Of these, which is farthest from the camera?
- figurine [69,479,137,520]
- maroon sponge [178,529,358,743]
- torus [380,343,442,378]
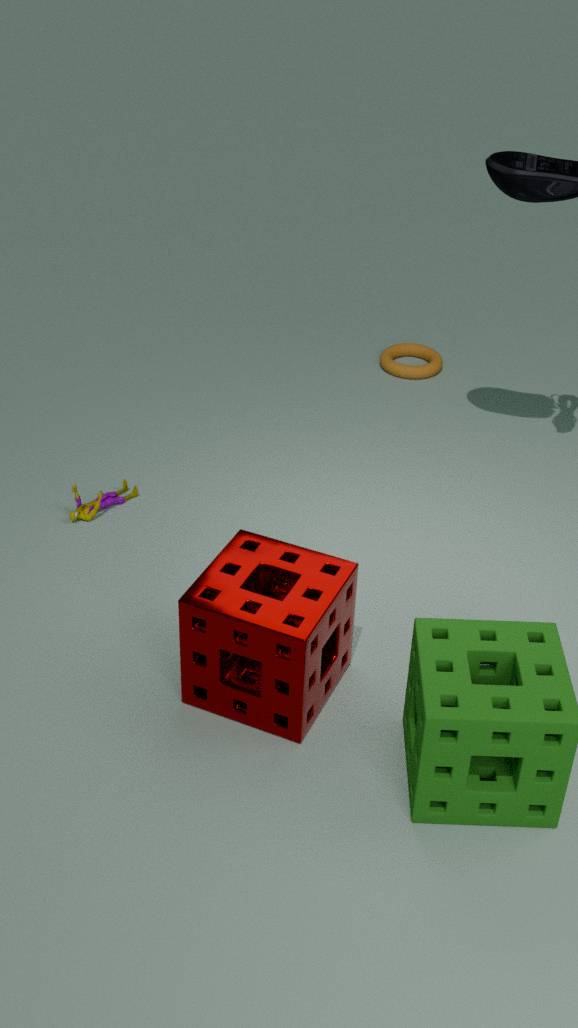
torus [380,343,442,378]
